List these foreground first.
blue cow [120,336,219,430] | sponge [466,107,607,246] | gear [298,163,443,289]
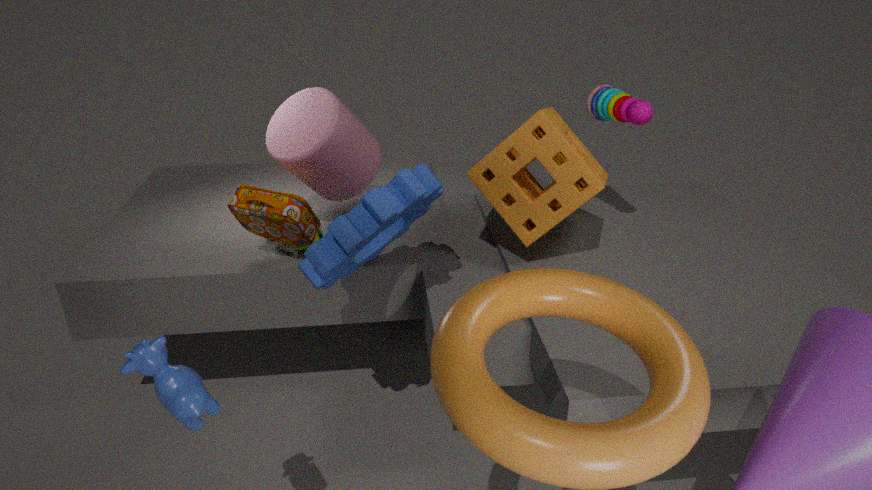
blue cow [120,336,219,430]
gear [298,163,443,289]
sponge [466,107,607,246]
